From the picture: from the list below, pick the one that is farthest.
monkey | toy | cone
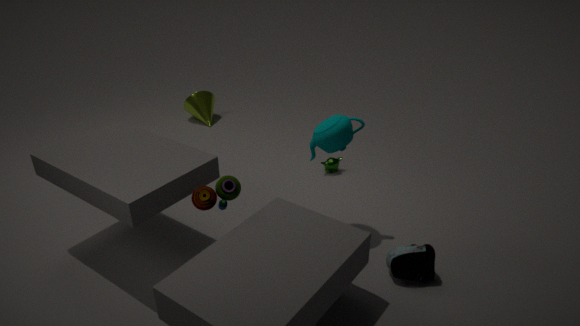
cone
